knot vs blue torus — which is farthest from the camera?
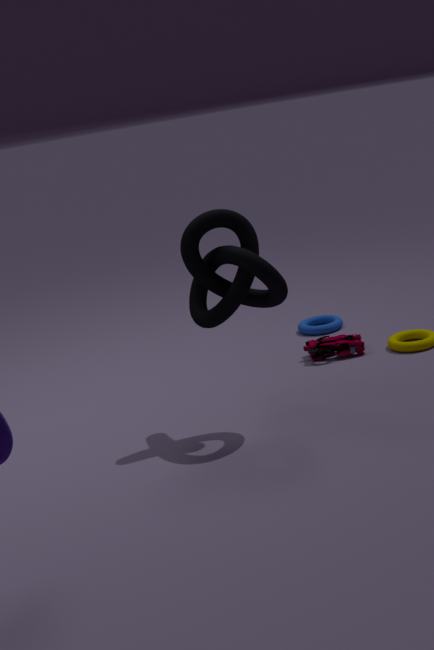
blue torus
